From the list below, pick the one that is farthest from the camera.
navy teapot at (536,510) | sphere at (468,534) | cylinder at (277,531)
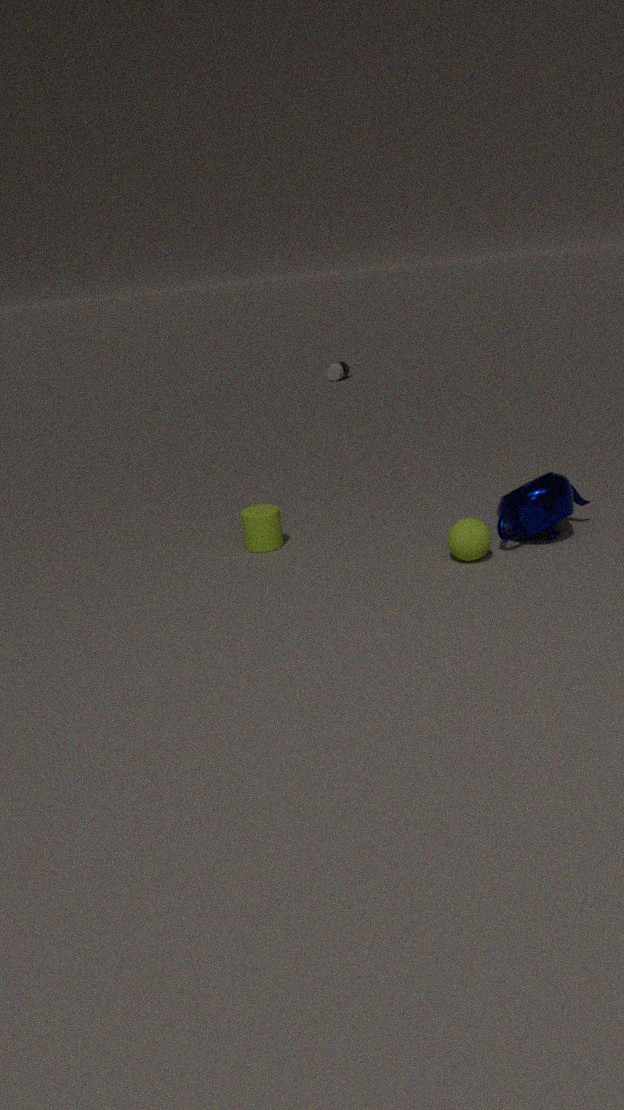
cylinder at (277,531)
